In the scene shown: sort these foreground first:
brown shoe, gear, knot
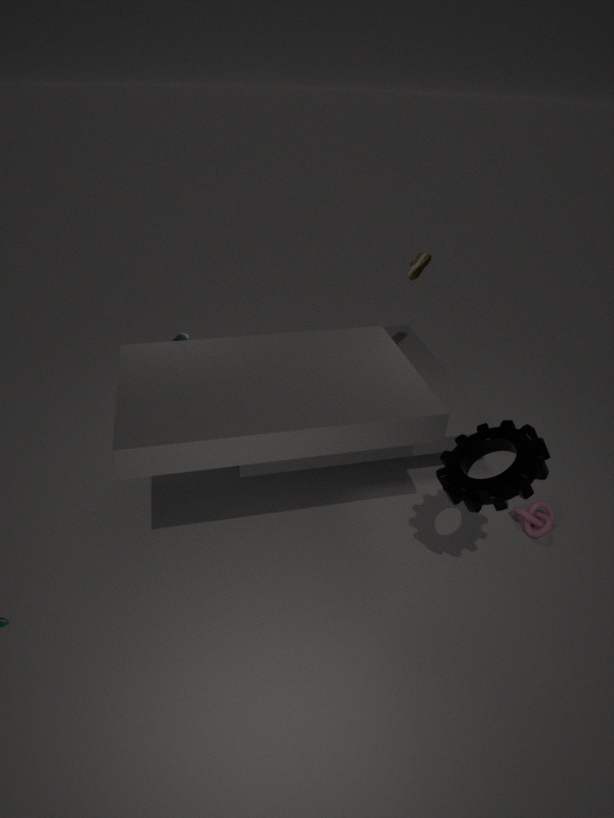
1. gear
2. knot
3. brown shoe
